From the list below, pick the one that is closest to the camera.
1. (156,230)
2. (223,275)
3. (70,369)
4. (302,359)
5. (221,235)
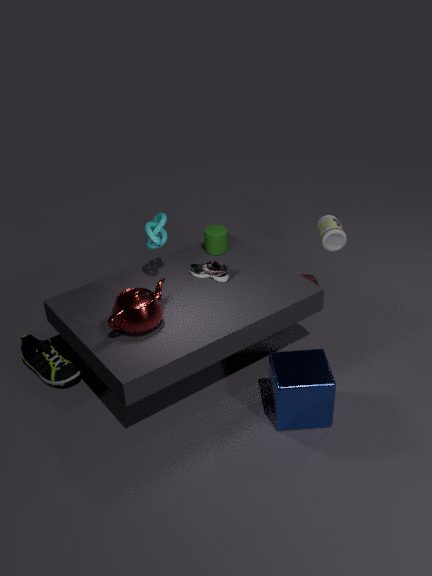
(302,359)
